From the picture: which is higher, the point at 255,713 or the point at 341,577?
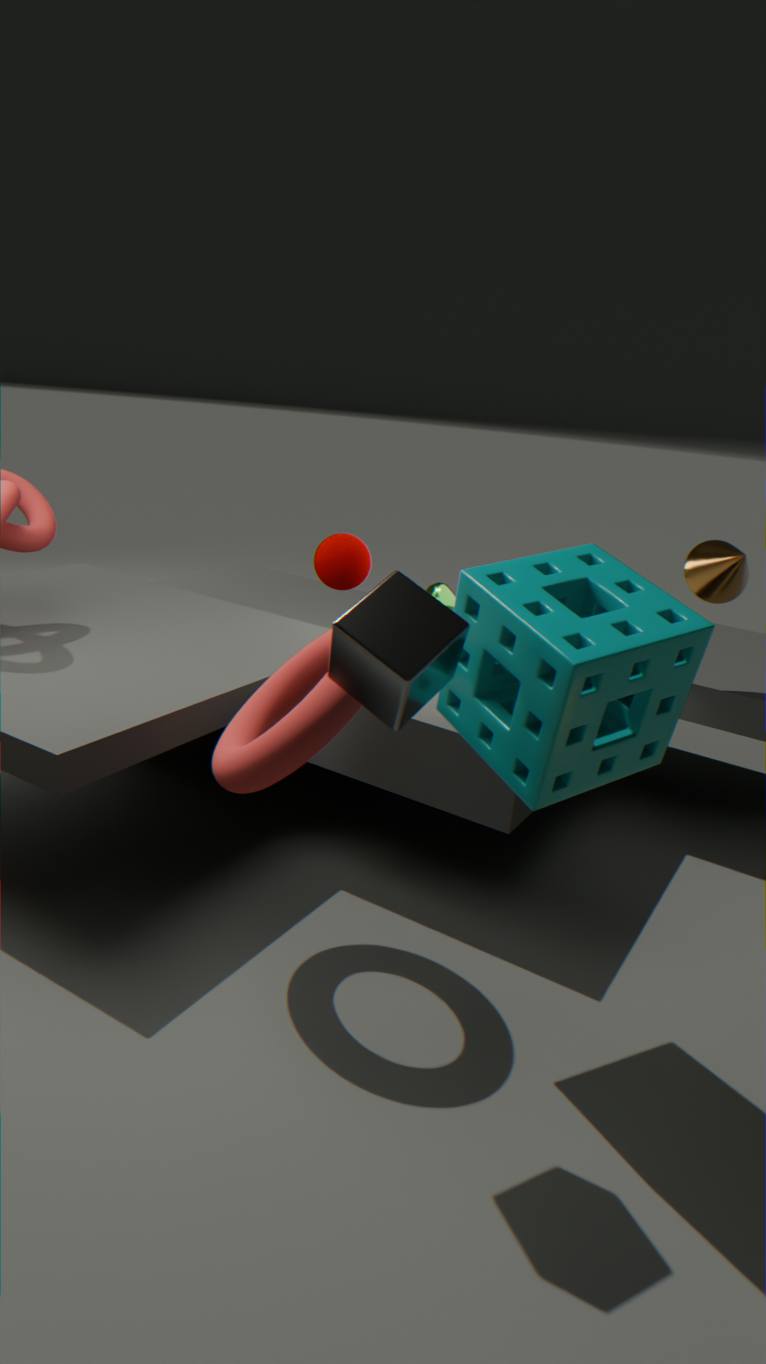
the point at 341,577
